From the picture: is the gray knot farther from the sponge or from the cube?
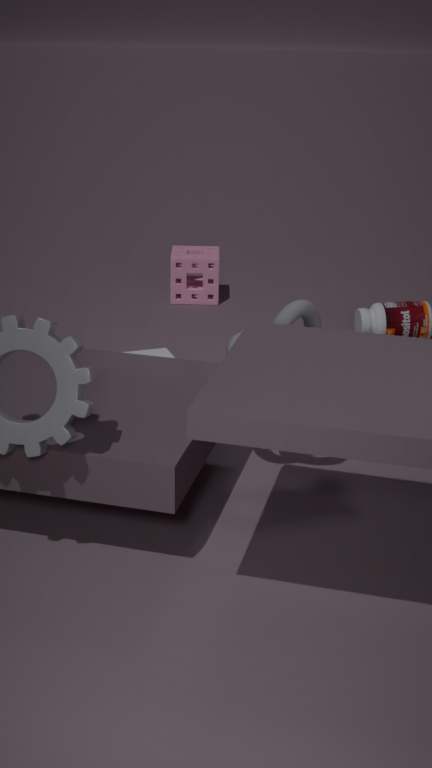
the sponge
